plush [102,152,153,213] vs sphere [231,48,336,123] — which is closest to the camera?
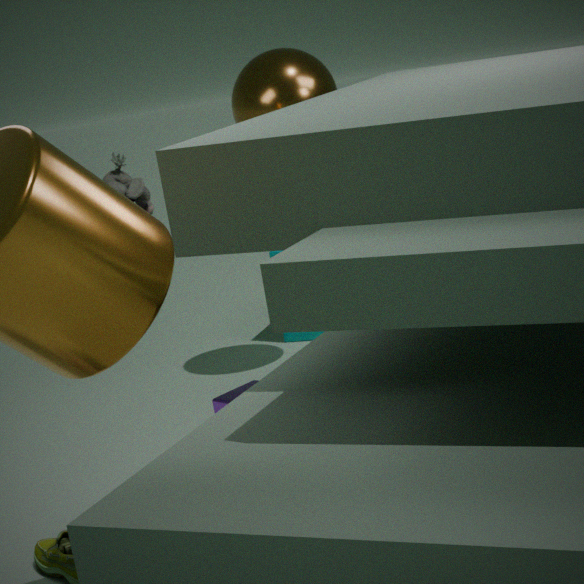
sphere [231,48,336,123]
